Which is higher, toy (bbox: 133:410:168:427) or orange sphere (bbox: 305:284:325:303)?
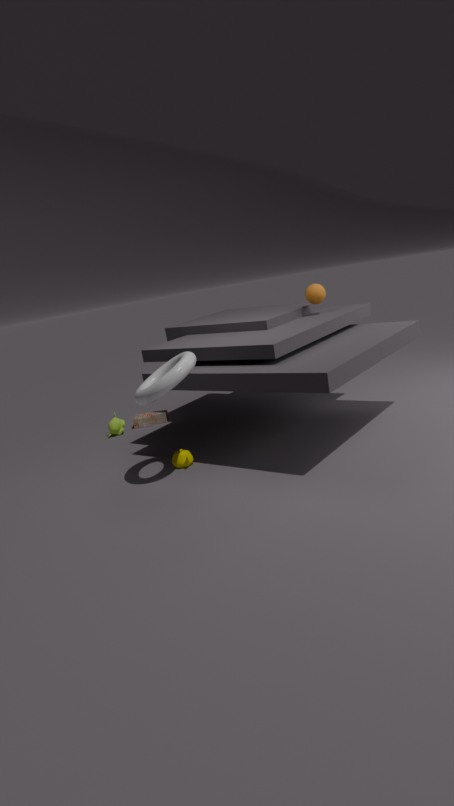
orange sphere (bbox: 305:284:325:303)
